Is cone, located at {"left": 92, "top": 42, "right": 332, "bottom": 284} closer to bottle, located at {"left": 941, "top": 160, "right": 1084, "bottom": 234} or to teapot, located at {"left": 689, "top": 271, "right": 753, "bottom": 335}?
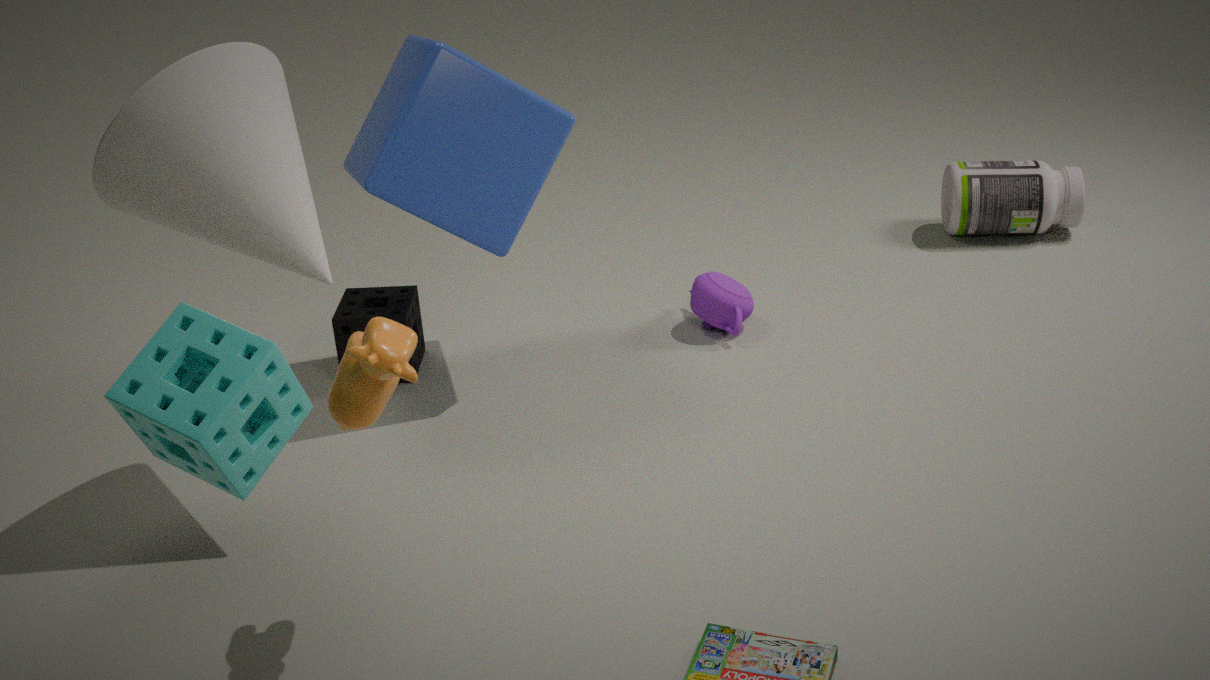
teapot, located at {"left": 689, "top": 271, "right": 753, "bottom": 335}
